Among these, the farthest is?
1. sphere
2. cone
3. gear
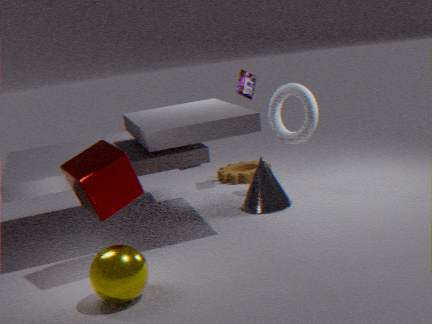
gear
